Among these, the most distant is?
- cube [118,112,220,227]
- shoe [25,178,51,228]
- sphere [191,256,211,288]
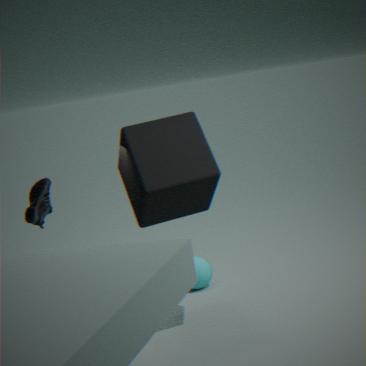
shoe [25,178,51,228]
